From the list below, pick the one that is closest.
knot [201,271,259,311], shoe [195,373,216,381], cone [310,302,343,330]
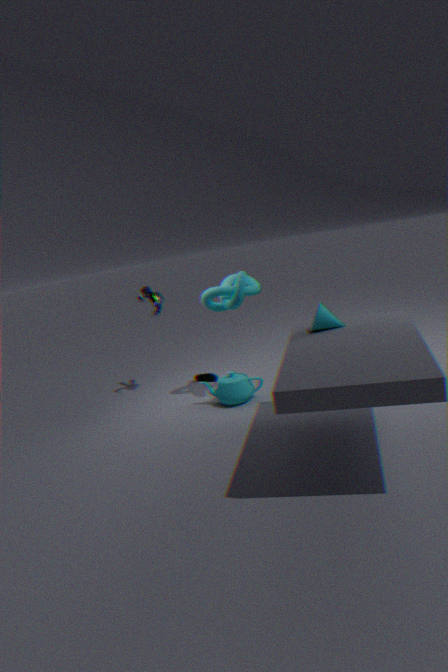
cone [310,302,343,330]
